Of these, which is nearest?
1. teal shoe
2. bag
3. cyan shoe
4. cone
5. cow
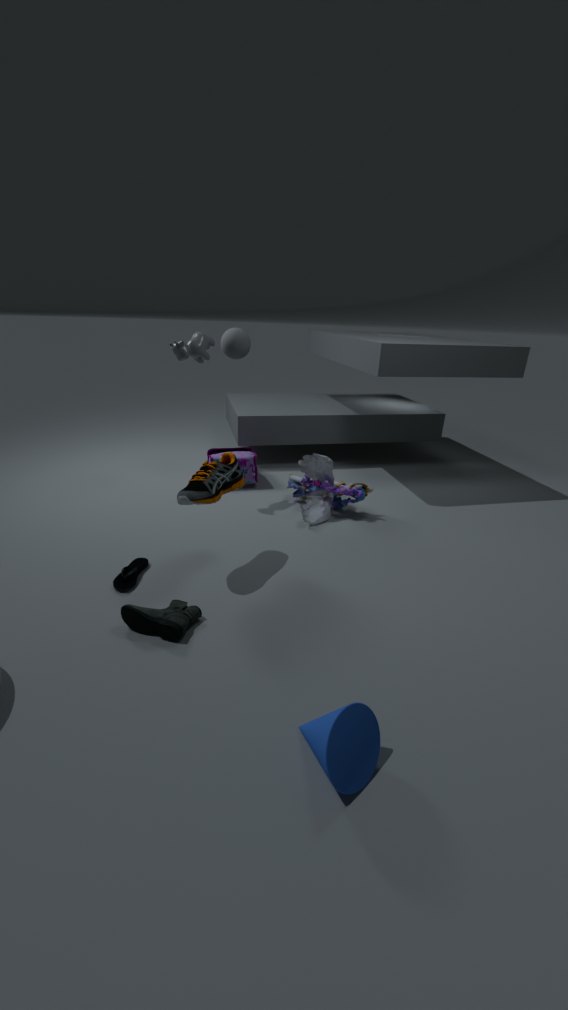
cone
